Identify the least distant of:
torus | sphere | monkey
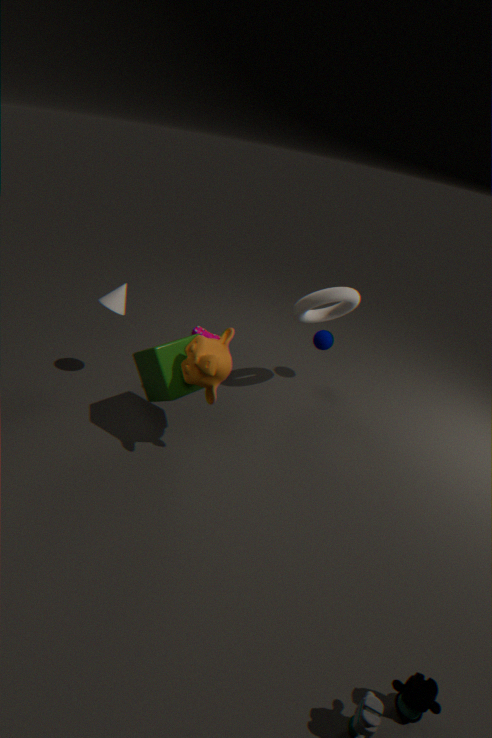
monkey
